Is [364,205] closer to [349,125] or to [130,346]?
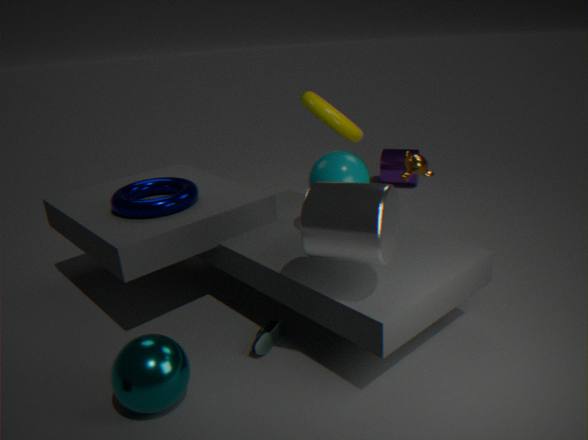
[130,346]
